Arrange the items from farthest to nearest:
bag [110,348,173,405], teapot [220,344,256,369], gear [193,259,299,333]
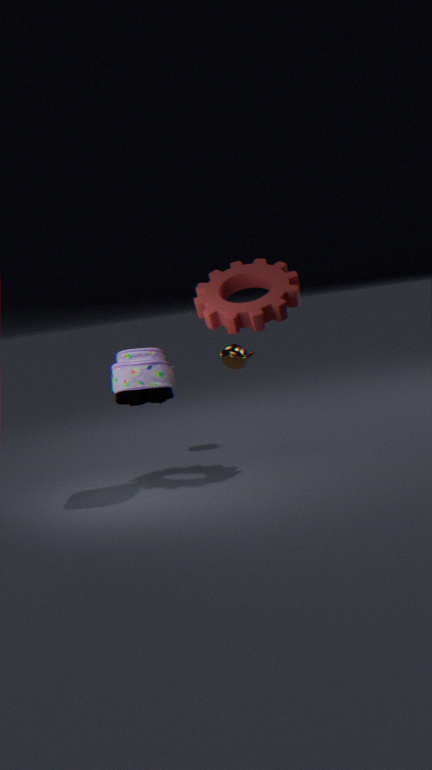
teapot [220,344,256,369] < gear [193,259,299,333] < bag [110,348,173,405]
